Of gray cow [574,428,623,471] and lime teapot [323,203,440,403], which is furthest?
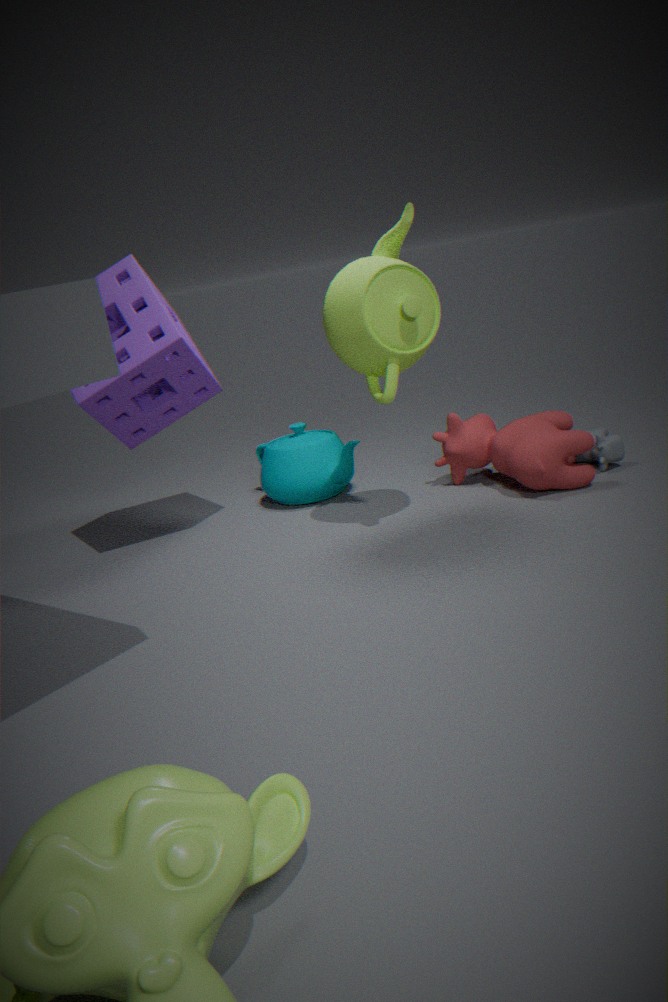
gray cow [574,428,623,471]
